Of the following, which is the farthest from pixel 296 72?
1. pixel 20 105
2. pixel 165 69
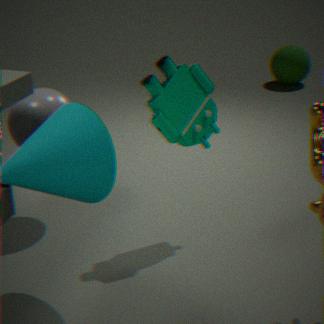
pixel 20 105
